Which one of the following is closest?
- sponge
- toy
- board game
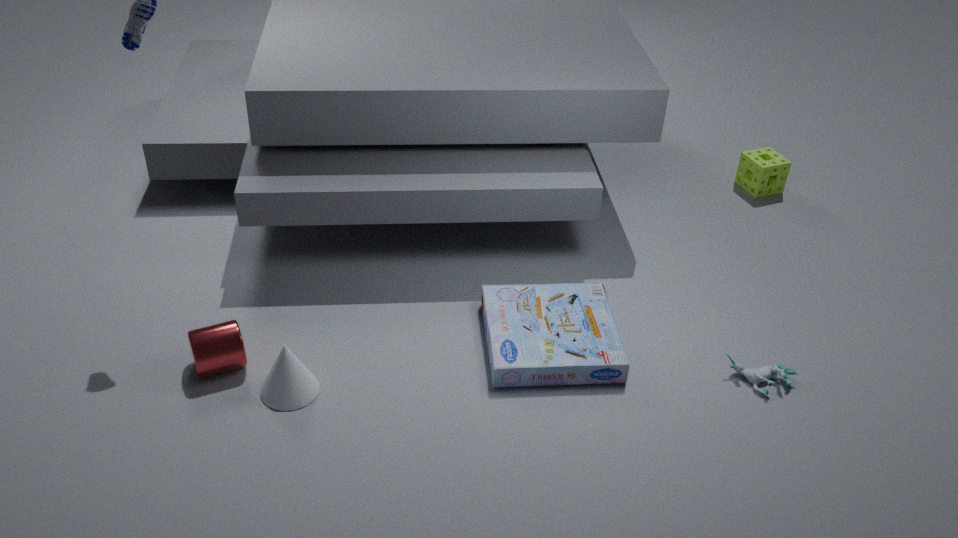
board game
